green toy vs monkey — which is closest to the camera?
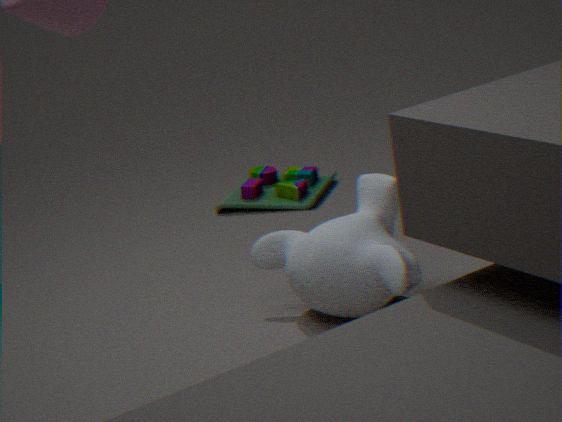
monkey
